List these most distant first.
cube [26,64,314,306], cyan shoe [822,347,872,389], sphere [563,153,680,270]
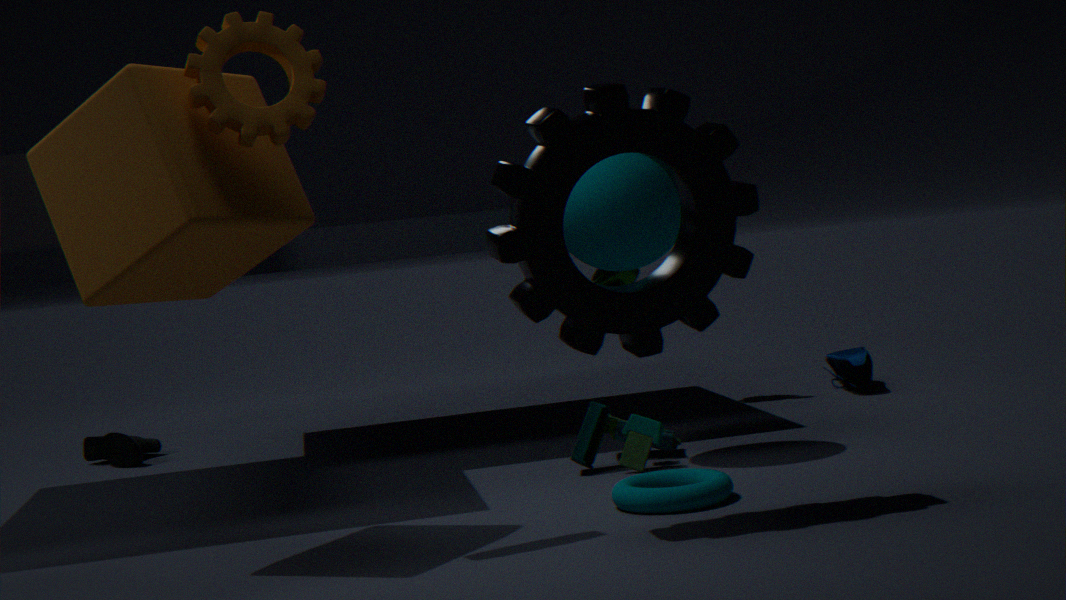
cyan shoe [822,347,872,389] → sphere [563,153,680,270] → cube [26,64,314,306]
